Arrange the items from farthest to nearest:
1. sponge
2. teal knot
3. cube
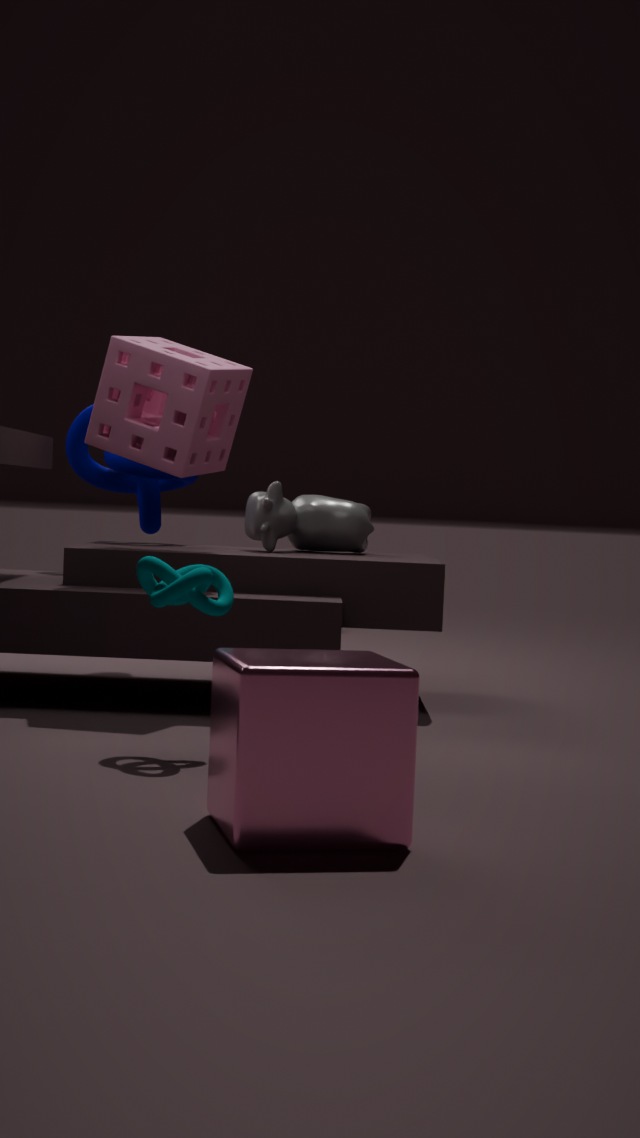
sponge
teal knot
cube
